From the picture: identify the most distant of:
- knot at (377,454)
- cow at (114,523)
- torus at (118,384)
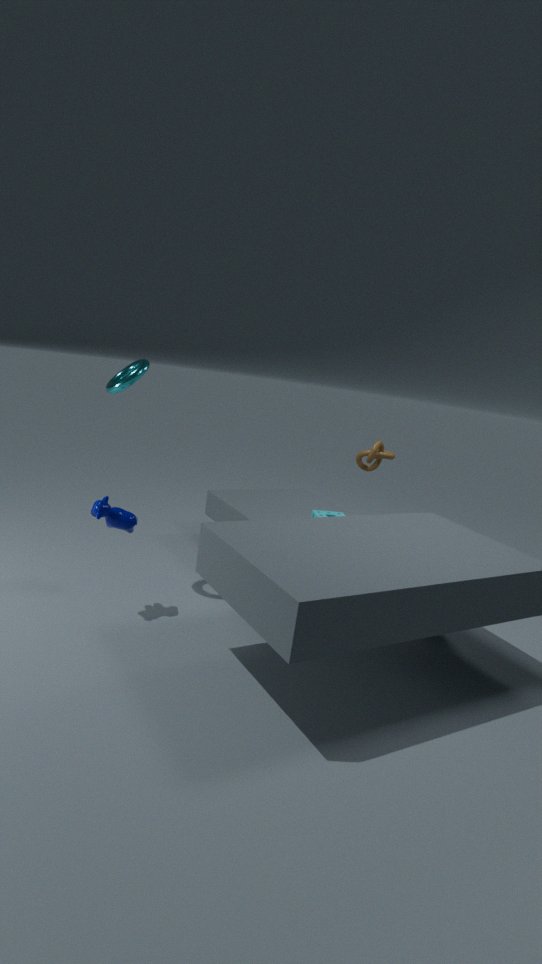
knot at (377,454)
